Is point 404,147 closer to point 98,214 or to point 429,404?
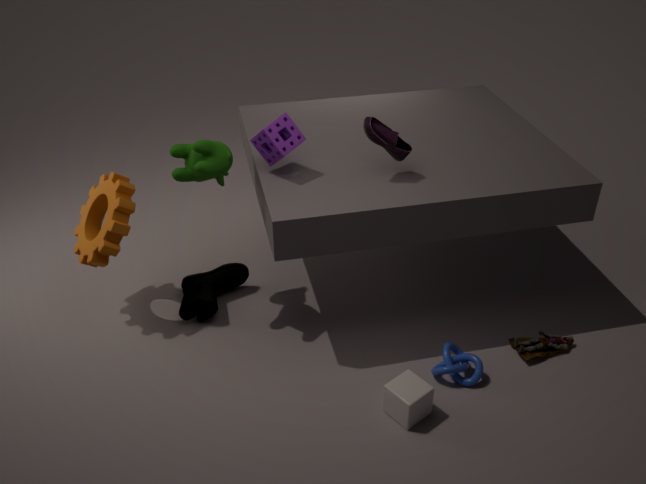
point 429,404
